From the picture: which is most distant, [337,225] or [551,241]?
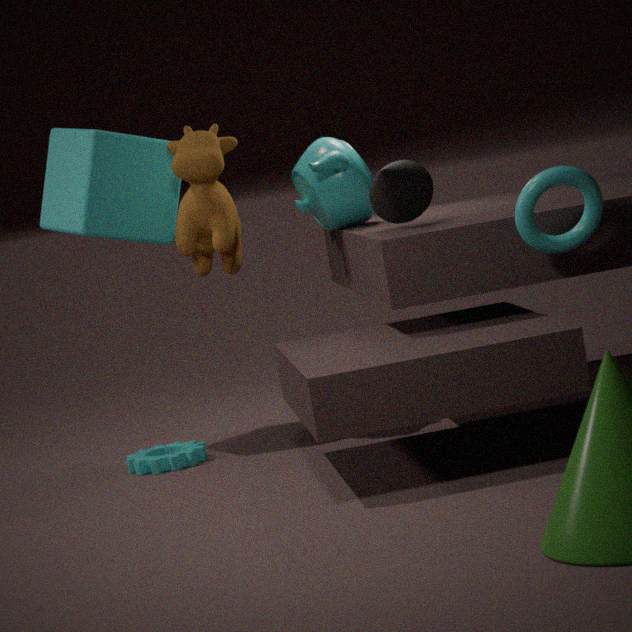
[337,225]
